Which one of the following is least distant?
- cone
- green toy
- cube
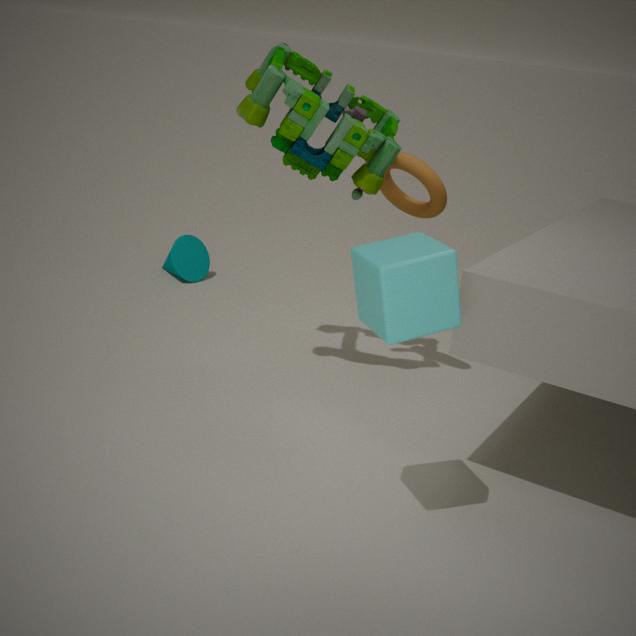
cube
